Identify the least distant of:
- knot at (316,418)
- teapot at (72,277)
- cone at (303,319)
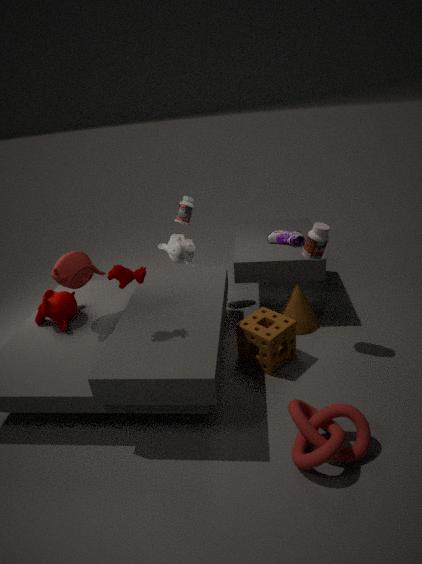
knot at (316,418)
